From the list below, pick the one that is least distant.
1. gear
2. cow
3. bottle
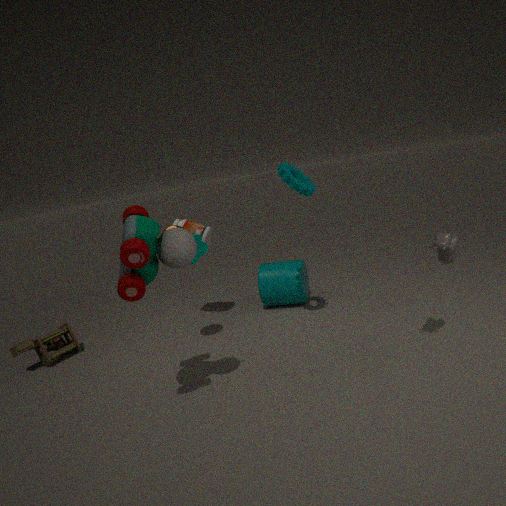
cow
